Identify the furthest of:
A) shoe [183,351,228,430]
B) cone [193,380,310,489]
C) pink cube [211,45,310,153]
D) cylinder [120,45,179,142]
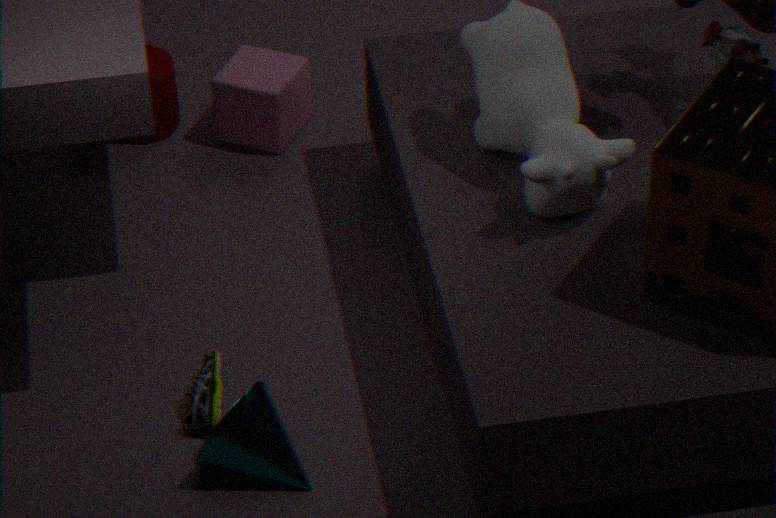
cylinder [120,45,179,142]
